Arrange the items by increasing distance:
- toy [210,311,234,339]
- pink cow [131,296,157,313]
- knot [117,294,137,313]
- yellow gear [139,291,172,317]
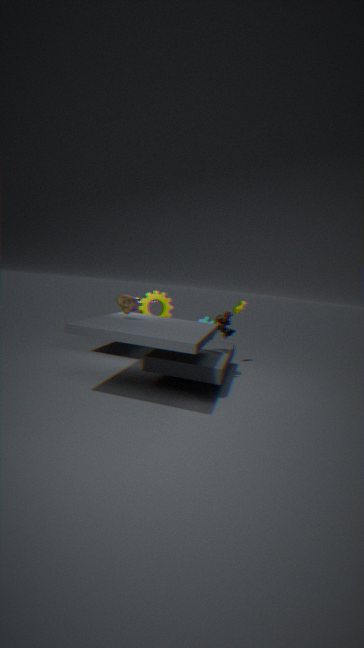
1. knot [117,294,137,313]
2. toy [210,311,234,339]
3. yellow gear [139,291,172,317]
4. pink cow [131,296,157,313]
